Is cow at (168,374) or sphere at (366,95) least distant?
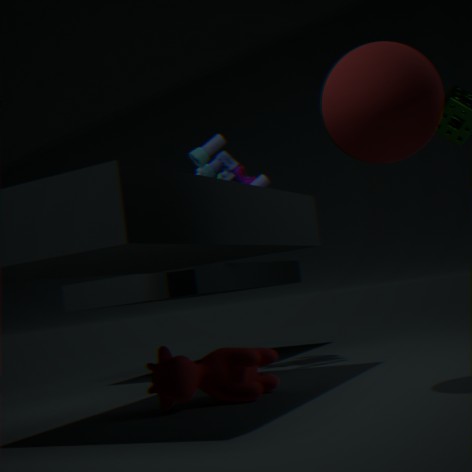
sphere at (366,95)
